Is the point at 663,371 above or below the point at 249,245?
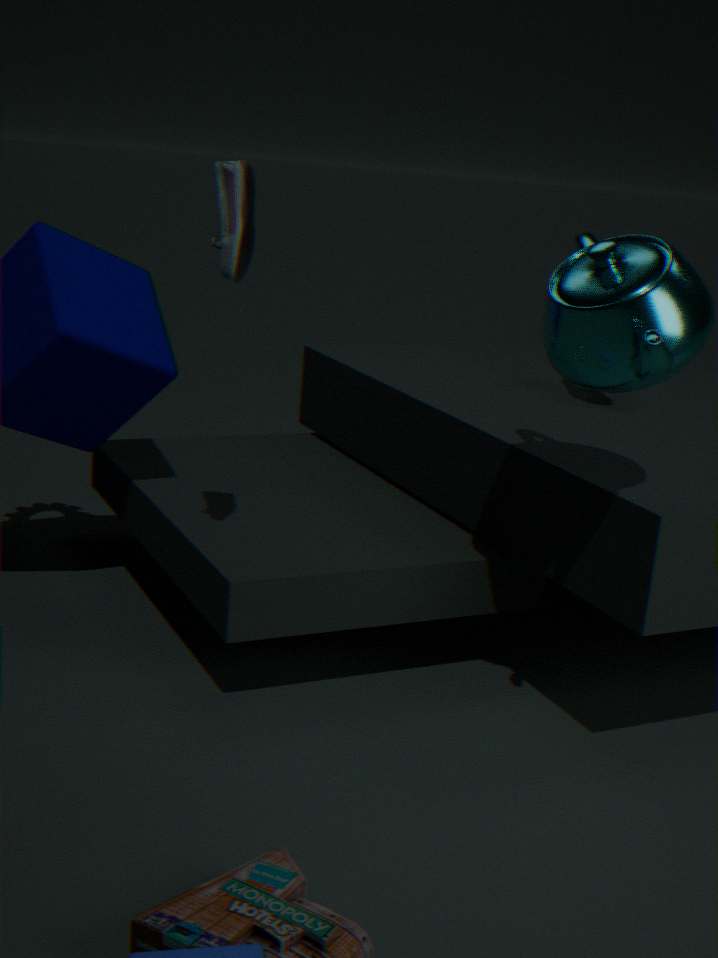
below
